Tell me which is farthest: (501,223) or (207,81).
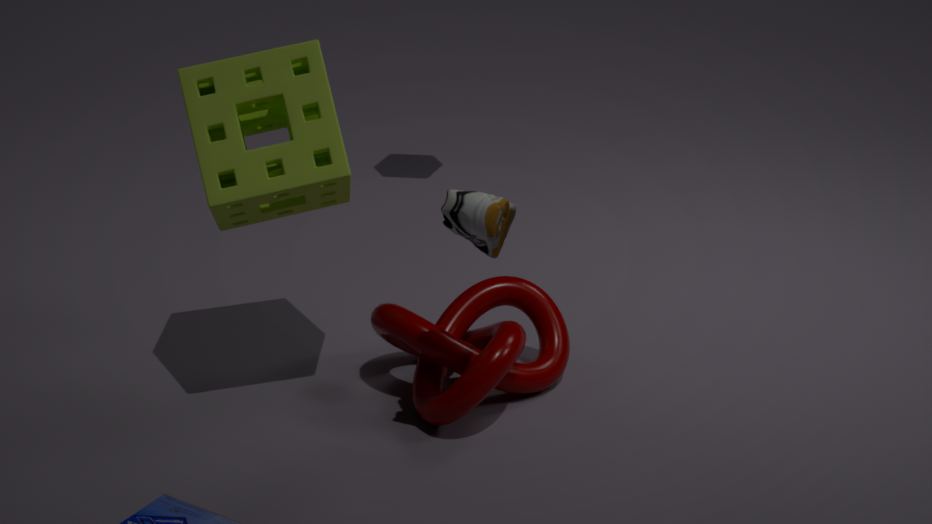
(207,81)
